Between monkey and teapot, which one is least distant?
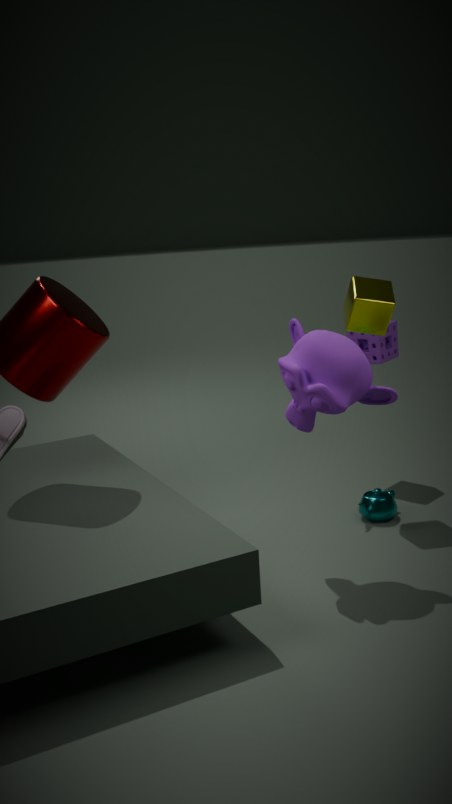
monkey
